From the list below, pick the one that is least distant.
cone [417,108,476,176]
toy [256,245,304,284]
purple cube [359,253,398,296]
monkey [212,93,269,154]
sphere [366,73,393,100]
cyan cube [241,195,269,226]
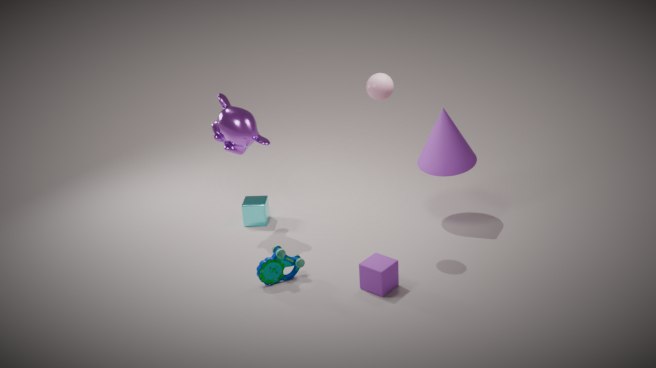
purple cube [359,253,398,296]
